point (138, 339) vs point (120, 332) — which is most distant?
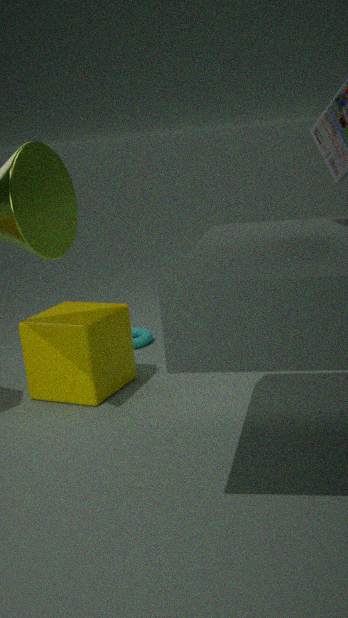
point (138, 339)
